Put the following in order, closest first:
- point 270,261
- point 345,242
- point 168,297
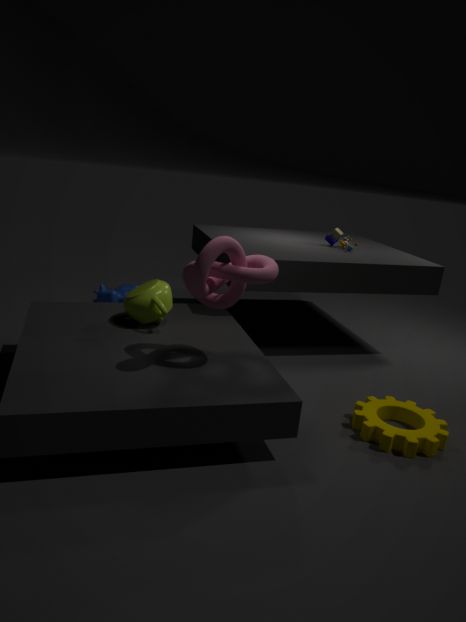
point 270,261, point 168,297, point 345,242
